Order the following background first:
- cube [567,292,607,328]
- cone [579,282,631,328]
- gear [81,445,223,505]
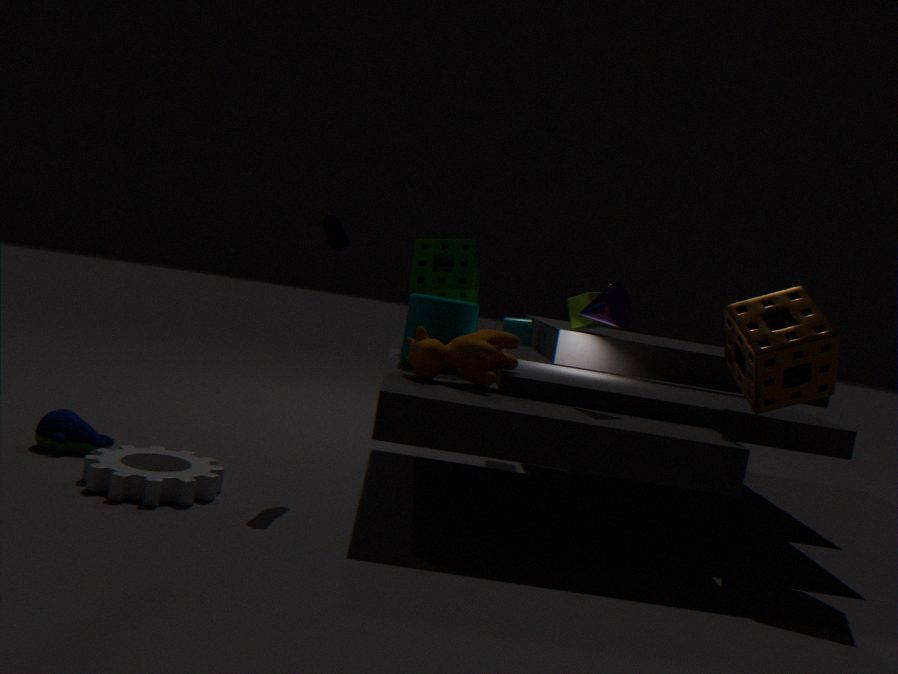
1. cube [567,292,607,328]
2. cone [579,282,631,328]
3. gear [81,445,223,505]
